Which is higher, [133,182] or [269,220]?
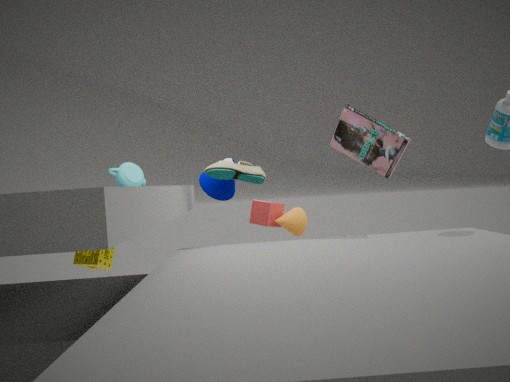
[133,182]
